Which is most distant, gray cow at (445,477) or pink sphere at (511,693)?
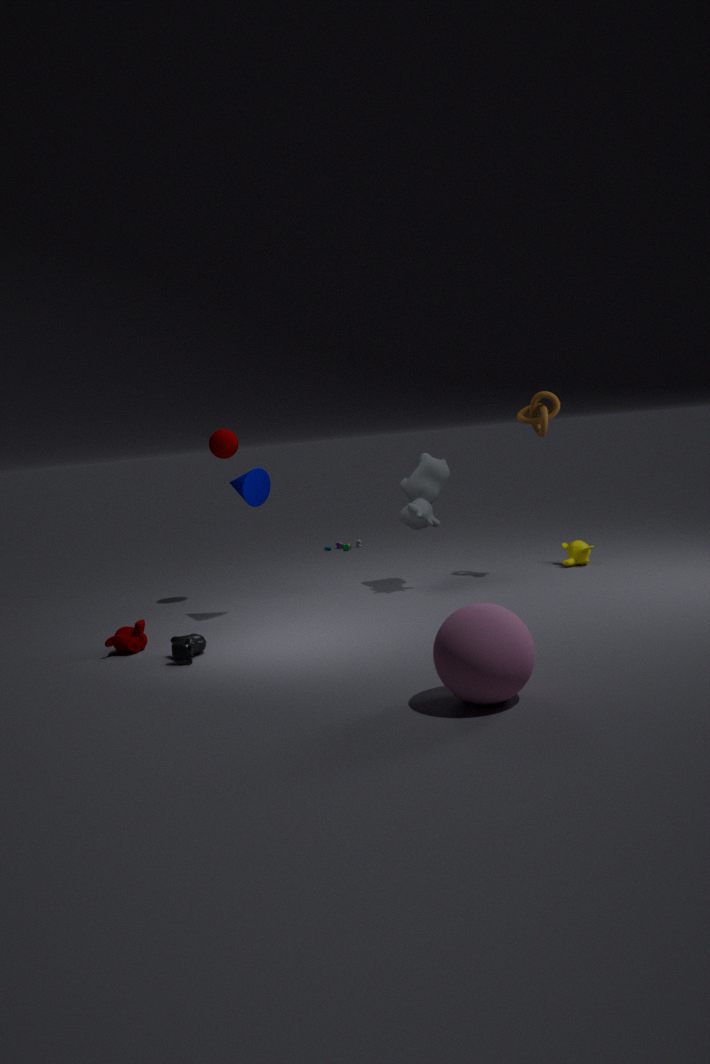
gray cow at (445,477)
